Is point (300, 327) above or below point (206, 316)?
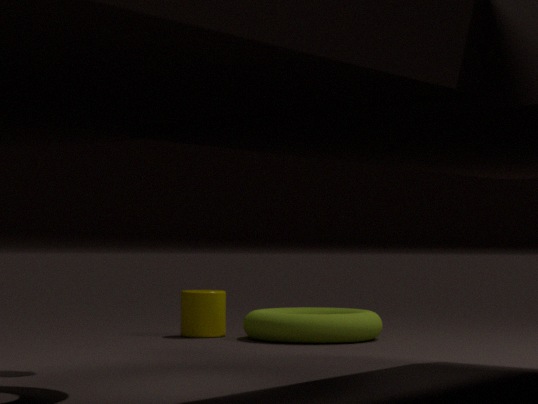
below
